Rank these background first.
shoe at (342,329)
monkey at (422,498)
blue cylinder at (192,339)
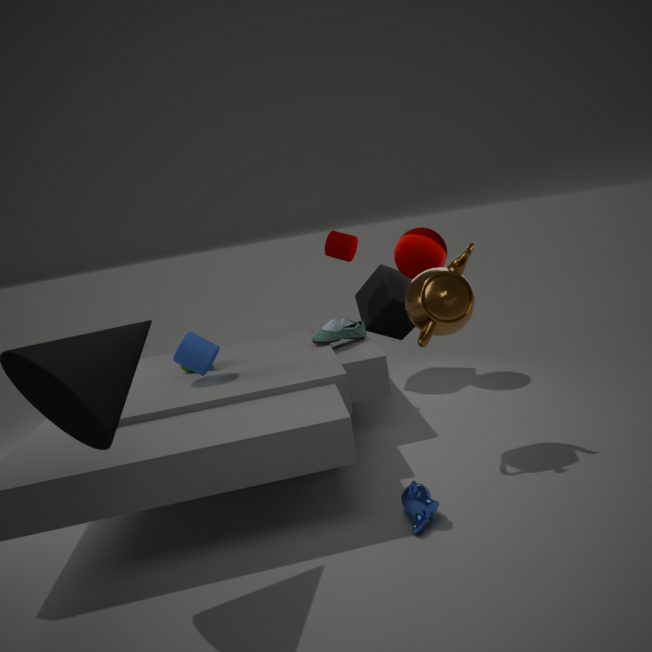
shoe at (342,329), blue cylinder at (192,339), monkey at (422,498)
